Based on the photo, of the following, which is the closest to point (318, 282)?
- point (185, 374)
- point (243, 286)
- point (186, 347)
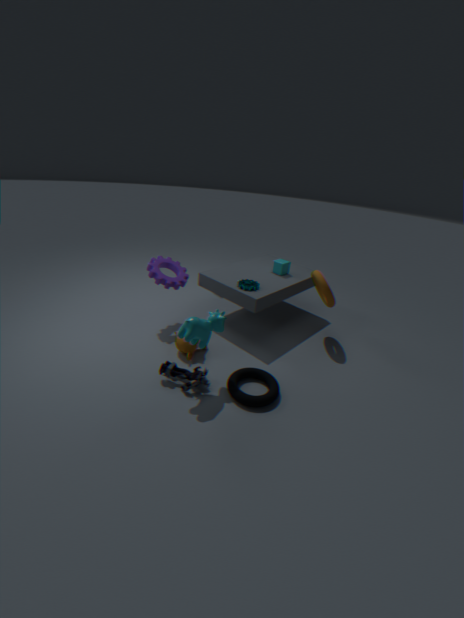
point (243, 286)
